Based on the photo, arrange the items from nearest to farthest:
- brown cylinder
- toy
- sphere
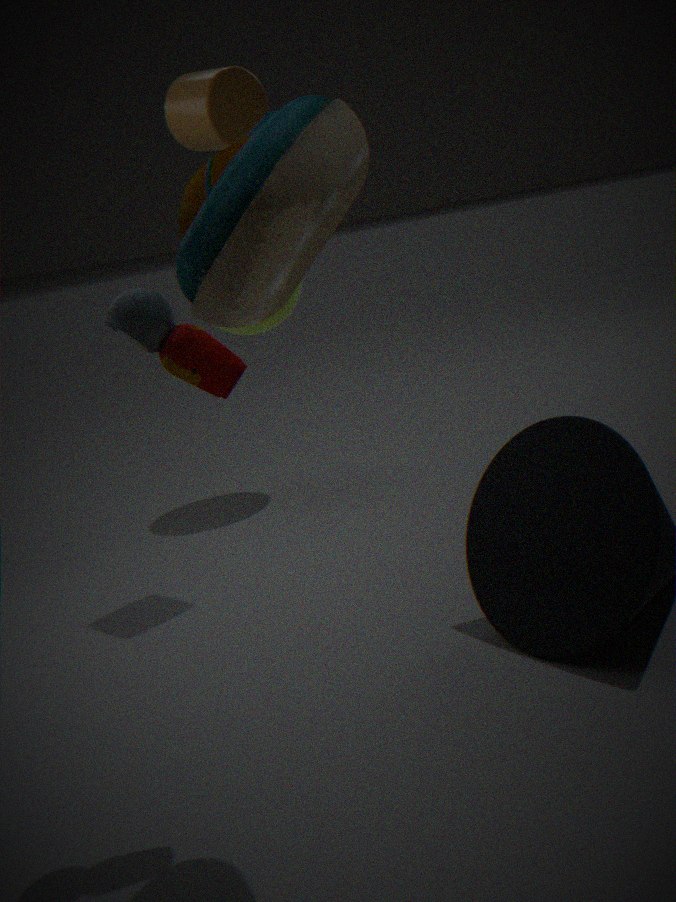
toy → brown cylinder → sphere
